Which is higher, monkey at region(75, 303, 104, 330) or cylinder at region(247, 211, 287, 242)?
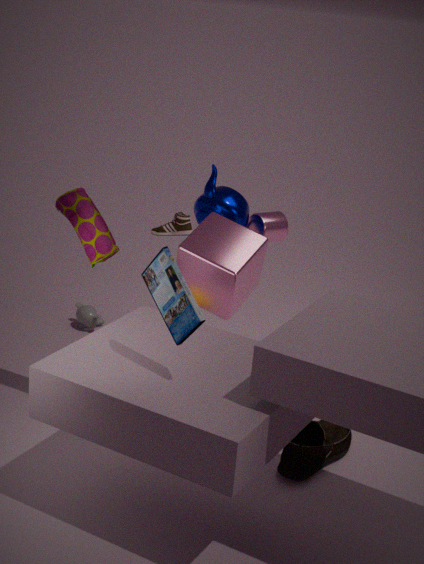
cylinder at region(247, 211, 287, 242)
